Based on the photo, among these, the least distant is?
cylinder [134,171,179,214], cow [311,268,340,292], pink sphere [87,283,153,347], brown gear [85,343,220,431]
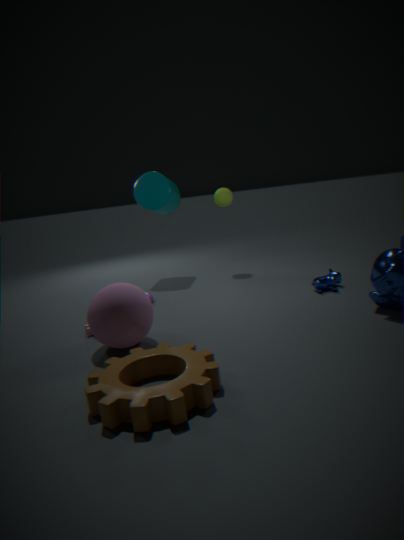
brown gear [85,343,220,431]
